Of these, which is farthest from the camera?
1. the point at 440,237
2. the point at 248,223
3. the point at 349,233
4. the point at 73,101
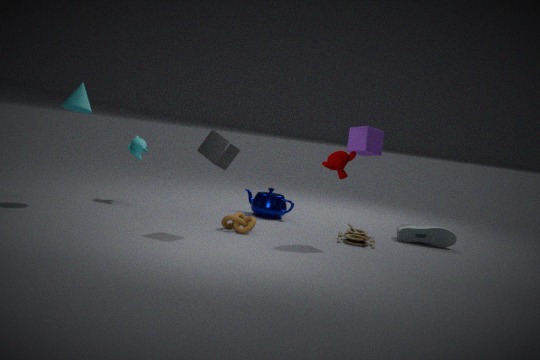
the point at 349,233
